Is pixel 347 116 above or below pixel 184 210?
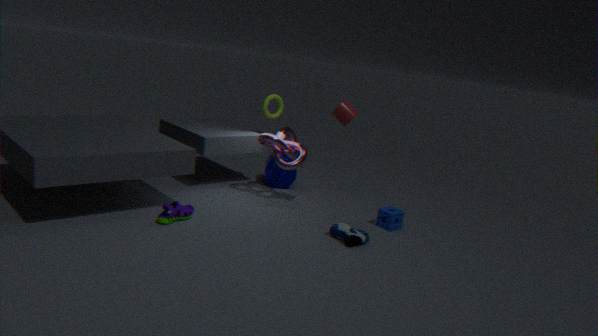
above
